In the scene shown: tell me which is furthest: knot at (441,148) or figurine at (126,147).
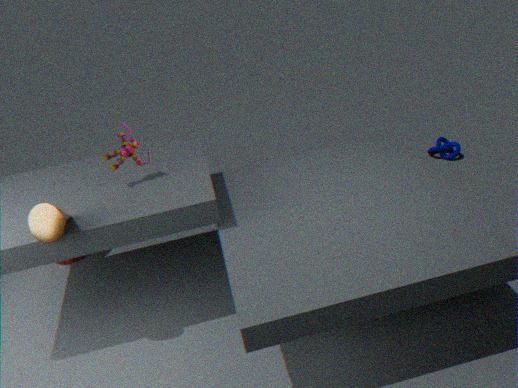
knot at (441,148)
